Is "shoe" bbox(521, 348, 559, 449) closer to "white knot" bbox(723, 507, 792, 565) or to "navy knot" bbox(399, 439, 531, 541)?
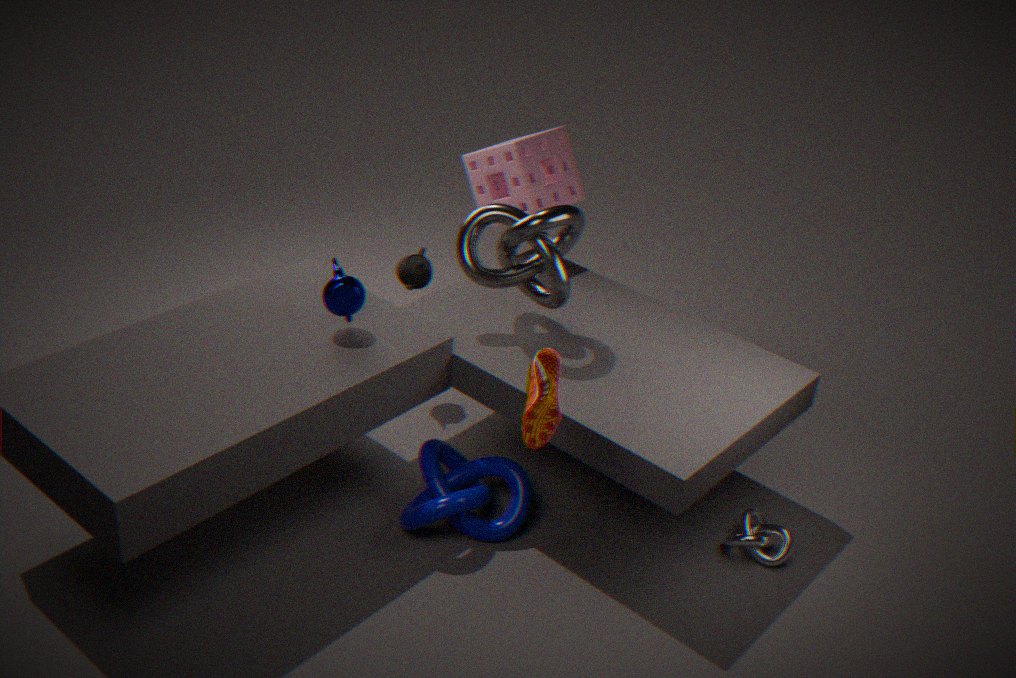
"navy knot" bbox(399, 439, 531, 541)
